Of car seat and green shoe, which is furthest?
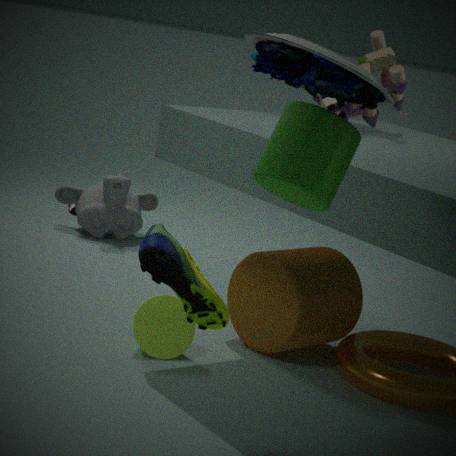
green shoe
